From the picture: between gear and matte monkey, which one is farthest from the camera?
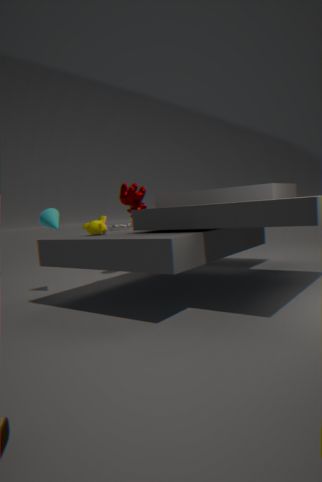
gear
